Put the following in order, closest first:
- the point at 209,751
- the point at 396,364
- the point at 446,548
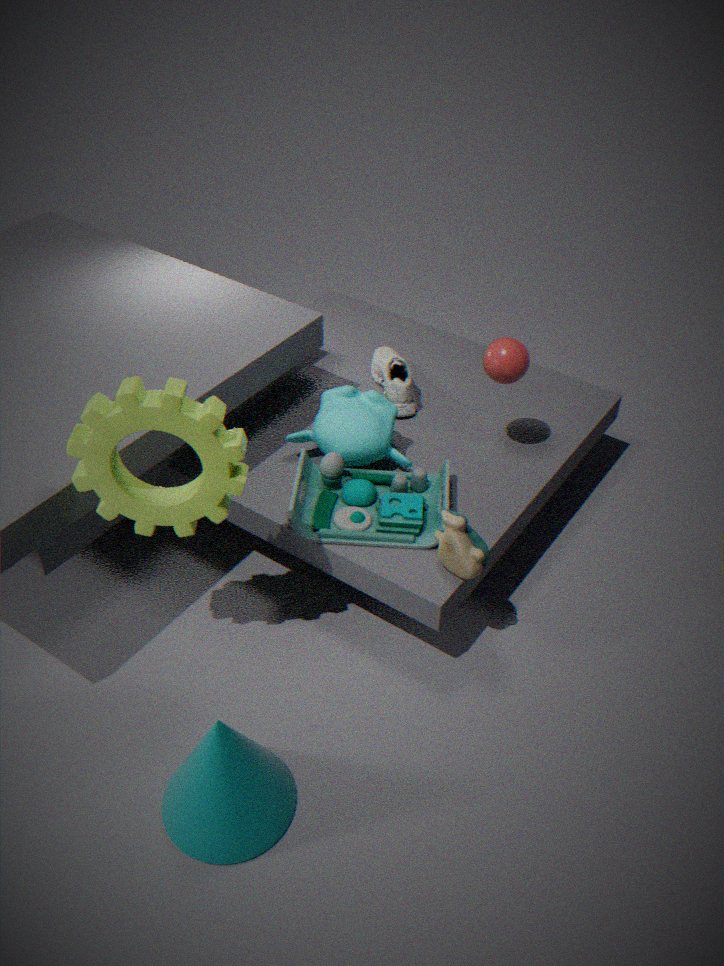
the point at 209,751, the point at 446,548, the point at 396,364
